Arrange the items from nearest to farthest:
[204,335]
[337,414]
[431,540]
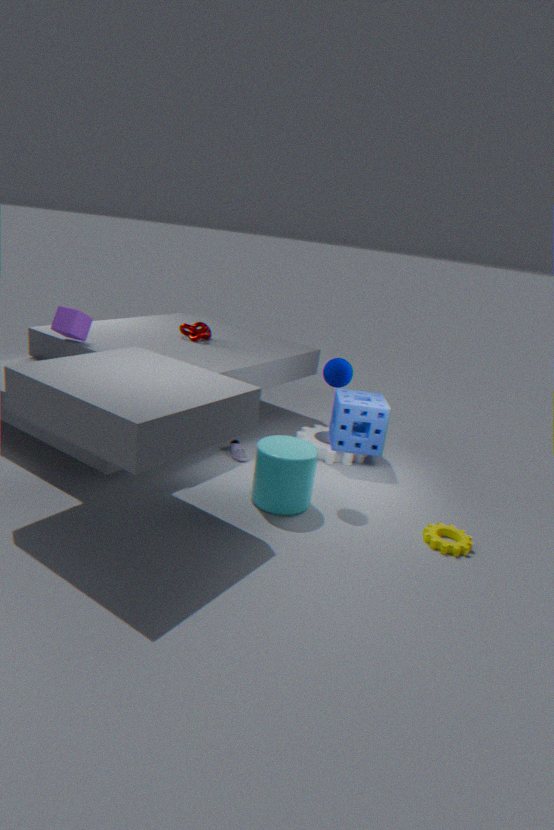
[431,540] → [337,414] → [204,335]
